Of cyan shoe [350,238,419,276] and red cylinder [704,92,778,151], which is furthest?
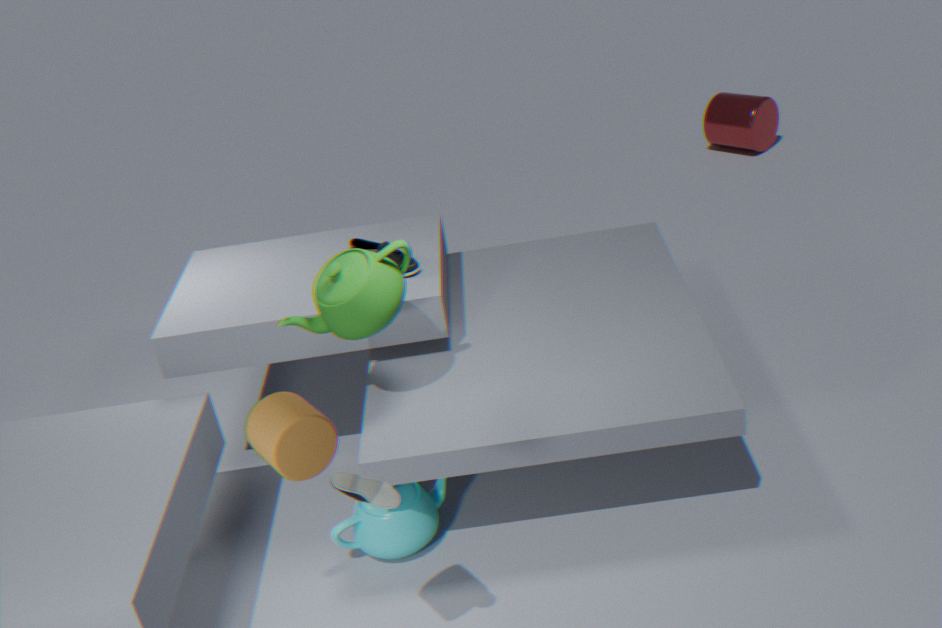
red cylinder [704,92,778,151]
